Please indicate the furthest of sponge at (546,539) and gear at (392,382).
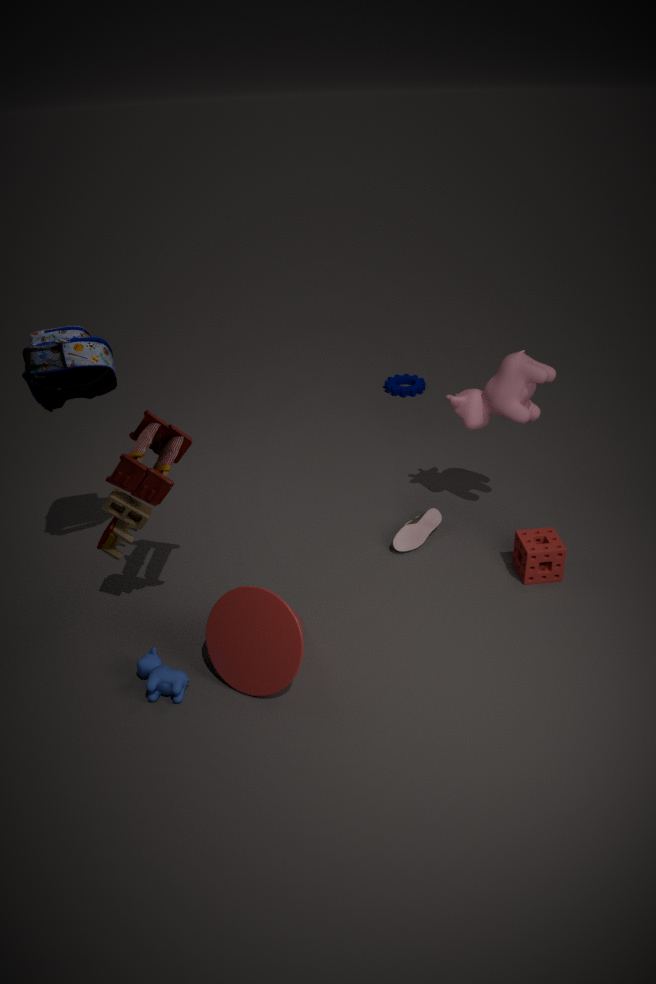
gear at (392,382)
